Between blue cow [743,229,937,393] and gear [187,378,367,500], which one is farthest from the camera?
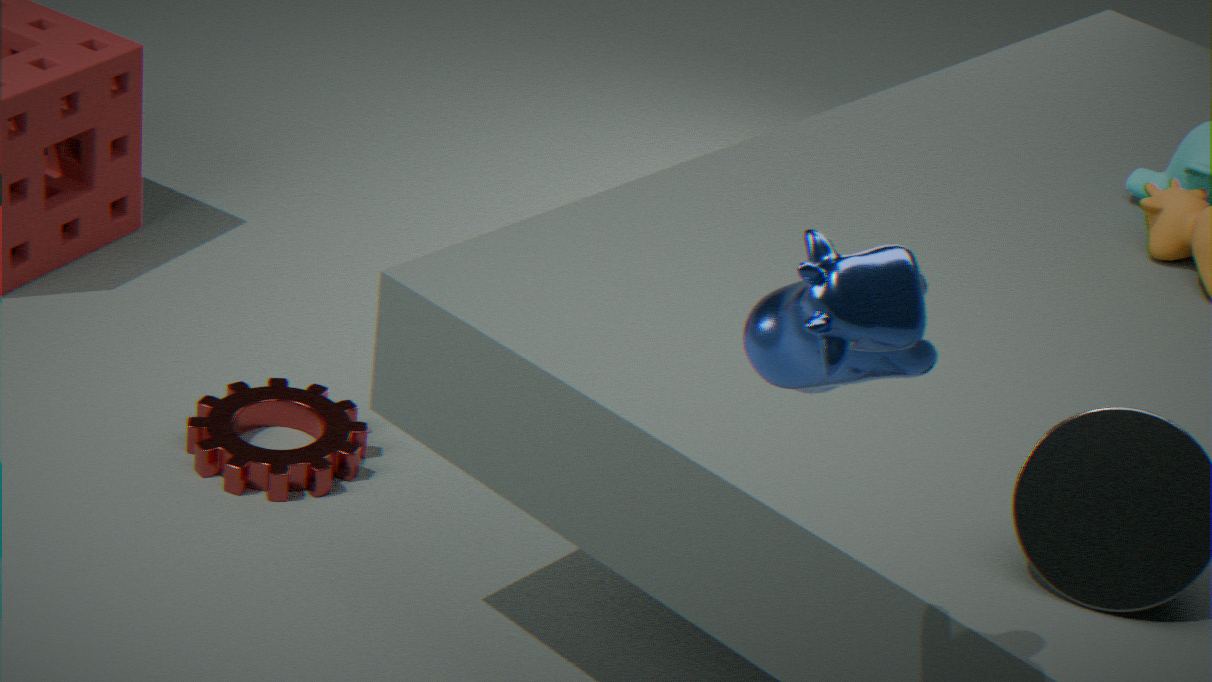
gear [187,378,367,500]
